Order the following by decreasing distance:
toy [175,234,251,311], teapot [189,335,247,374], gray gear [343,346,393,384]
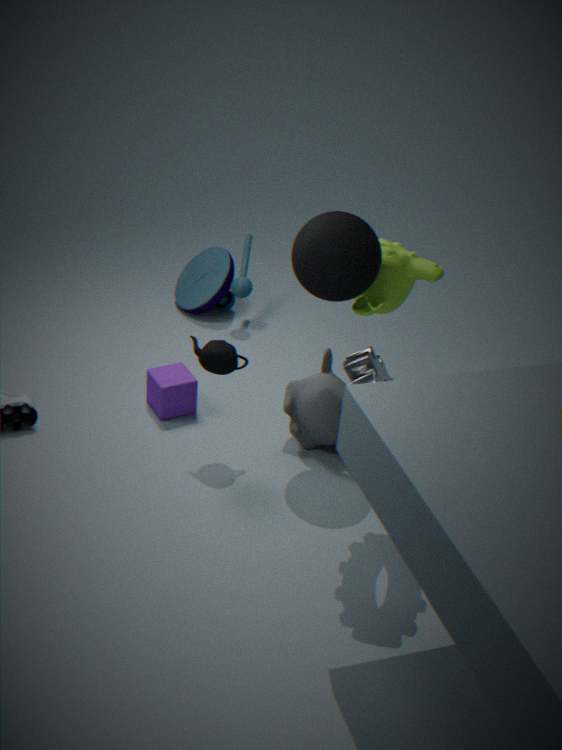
toy [175,234,251,311], teapot [189,335,247,374], gray gear [343,346,393,384]
